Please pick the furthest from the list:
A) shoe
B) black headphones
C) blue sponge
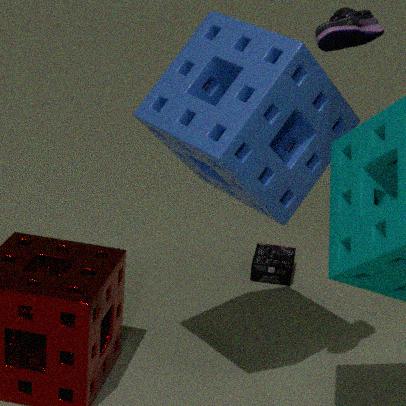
black headphones
